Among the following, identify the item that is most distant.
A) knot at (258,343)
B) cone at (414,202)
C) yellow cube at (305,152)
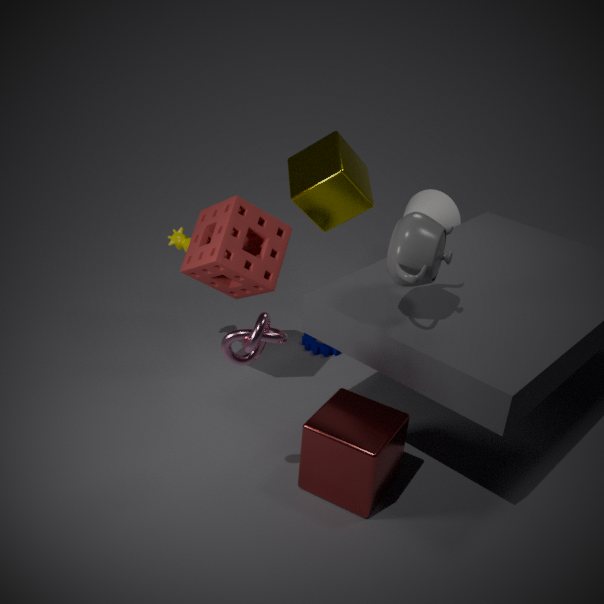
cone at (414,202)
